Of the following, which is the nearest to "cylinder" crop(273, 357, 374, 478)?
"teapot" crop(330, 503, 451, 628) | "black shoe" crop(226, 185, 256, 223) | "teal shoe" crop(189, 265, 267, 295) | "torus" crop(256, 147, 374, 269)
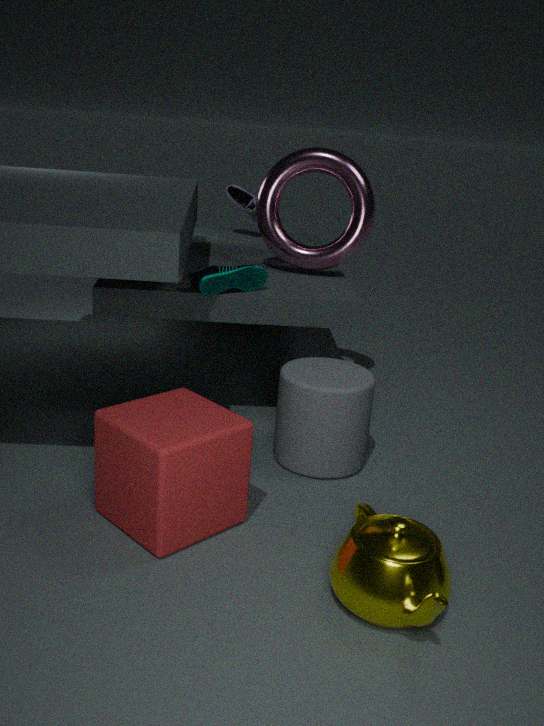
"teal shoe" crop(189, 265, 267, 295)
